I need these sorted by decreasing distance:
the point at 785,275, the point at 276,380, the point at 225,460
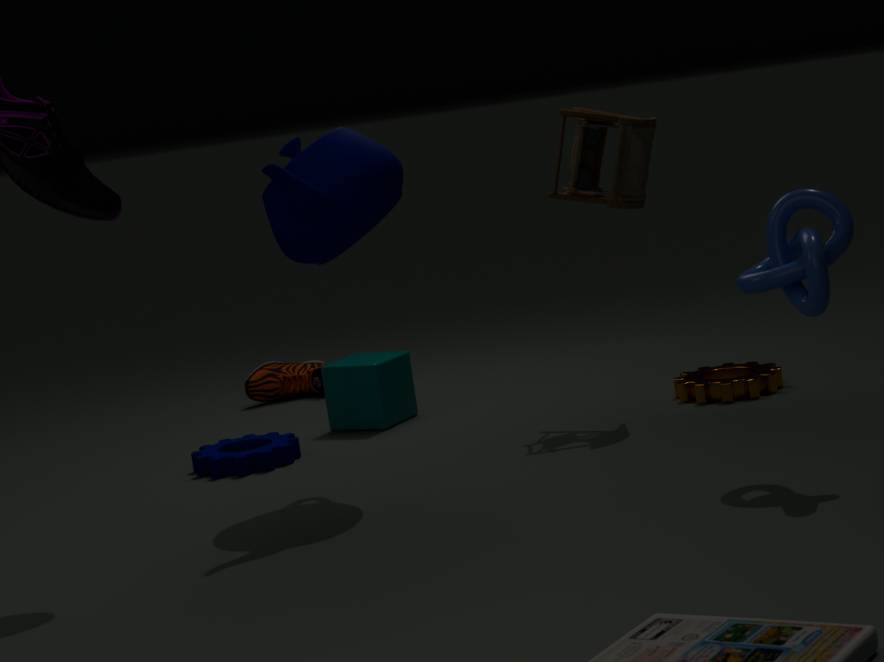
the point at 276,380, the point at 225,460, the point at 785,275
